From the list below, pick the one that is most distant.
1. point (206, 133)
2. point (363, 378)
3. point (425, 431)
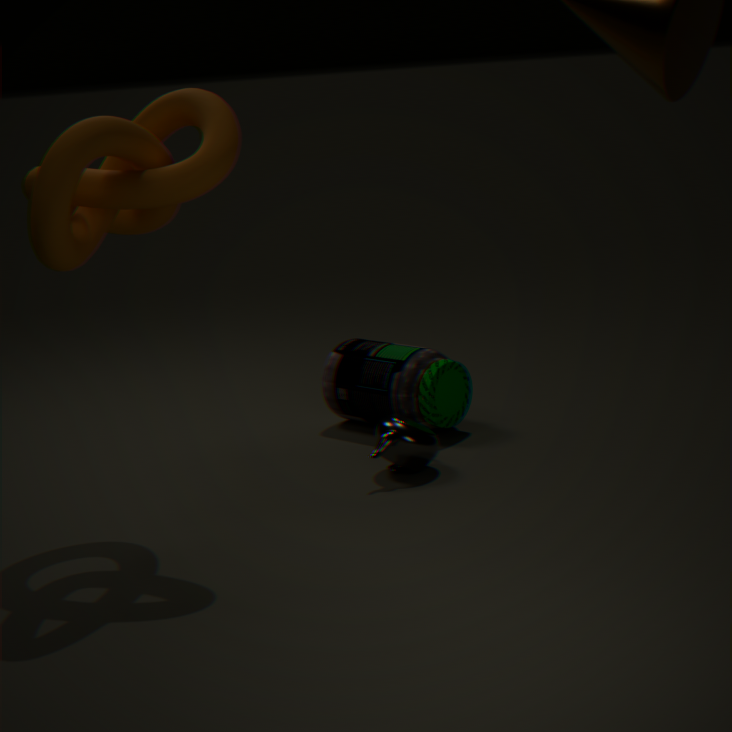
point (363, 378)
